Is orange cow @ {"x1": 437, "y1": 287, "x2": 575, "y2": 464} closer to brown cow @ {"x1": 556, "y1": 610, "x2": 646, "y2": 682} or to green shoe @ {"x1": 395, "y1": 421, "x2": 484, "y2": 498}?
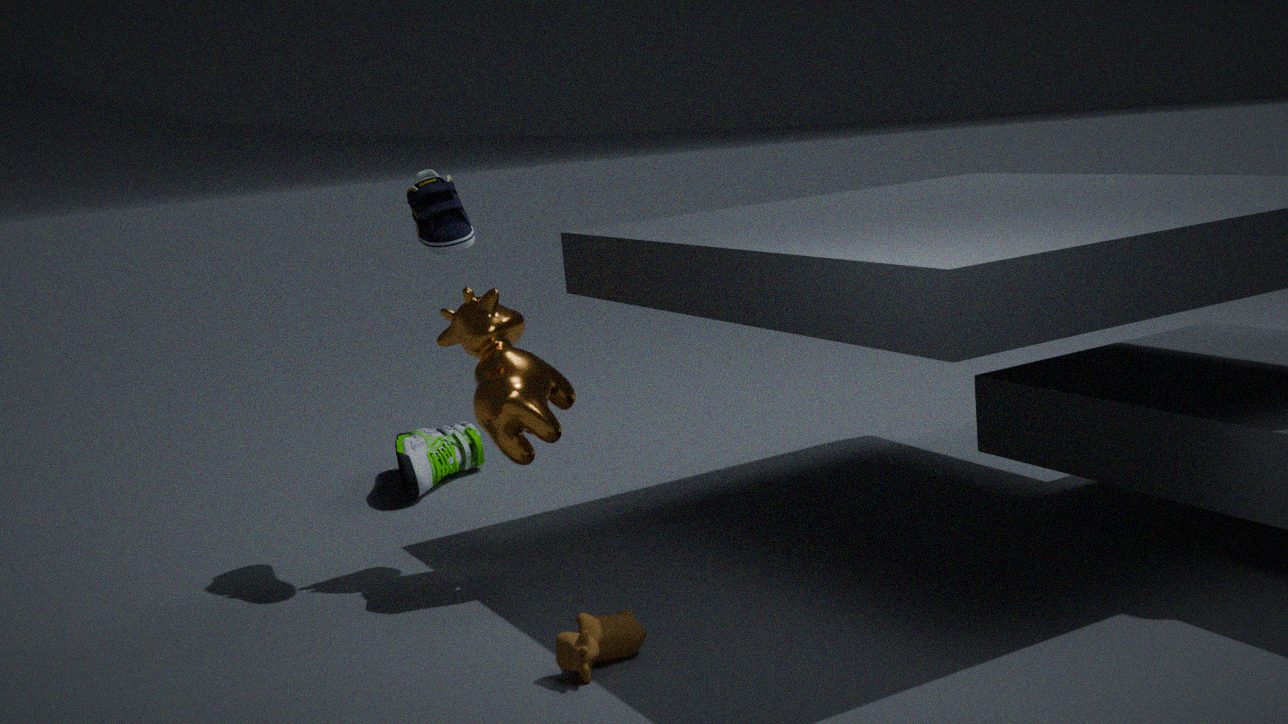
brown cow @ {"x1": 556, "y1": 610, "x2": 646, "y2": 682}
